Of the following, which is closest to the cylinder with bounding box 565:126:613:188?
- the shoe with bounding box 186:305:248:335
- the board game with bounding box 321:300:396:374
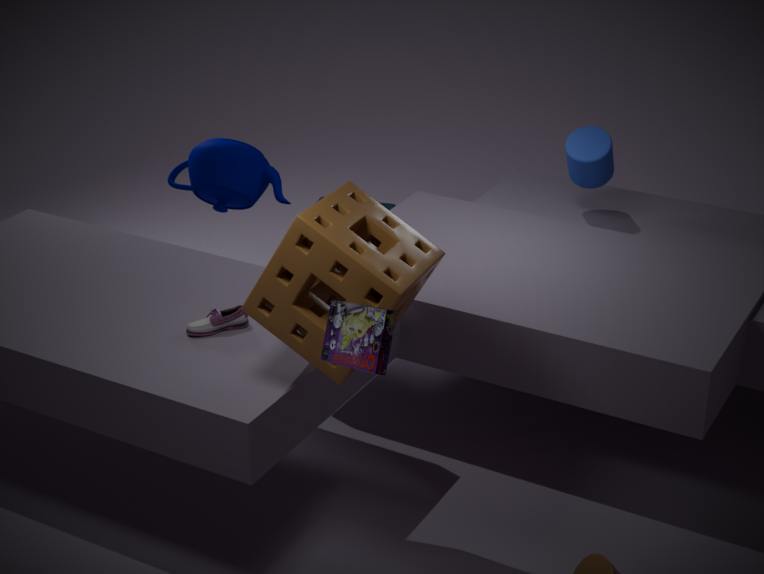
the shoe with bounding box 186:305:248:335
